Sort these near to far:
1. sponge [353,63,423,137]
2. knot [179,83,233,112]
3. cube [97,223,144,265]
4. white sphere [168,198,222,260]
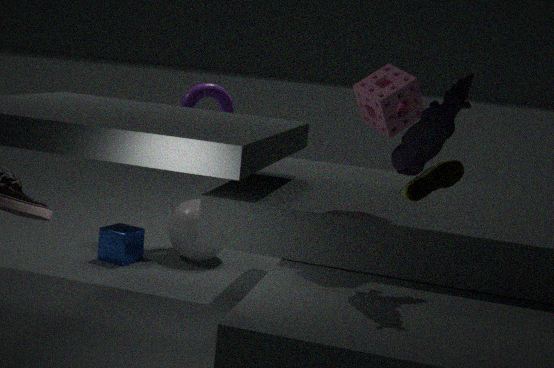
sponge [353,63,423,137] < cube [97,223,144,265] < white sphere [168,198,222,260] < knot [179,83,233,112]
